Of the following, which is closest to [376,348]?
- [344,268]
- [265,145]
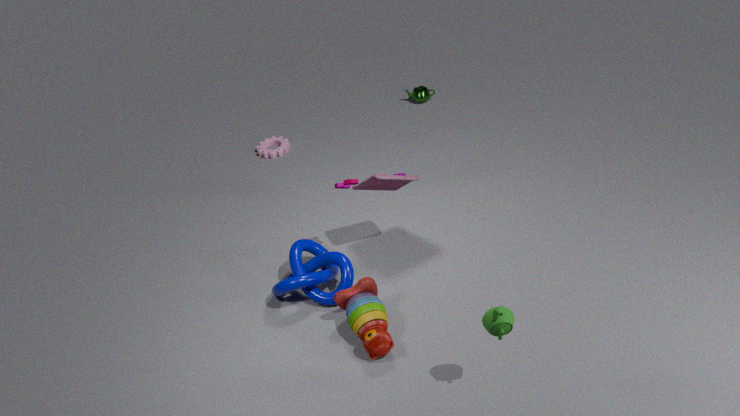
[344,268]
